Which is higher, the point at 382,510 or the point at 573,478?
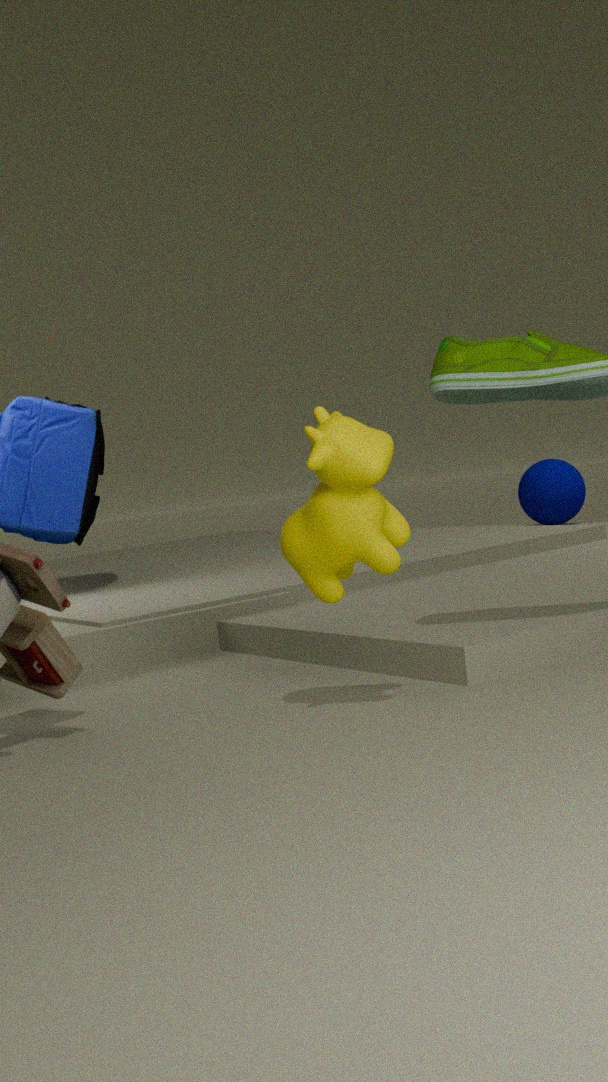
the point at 382,510
